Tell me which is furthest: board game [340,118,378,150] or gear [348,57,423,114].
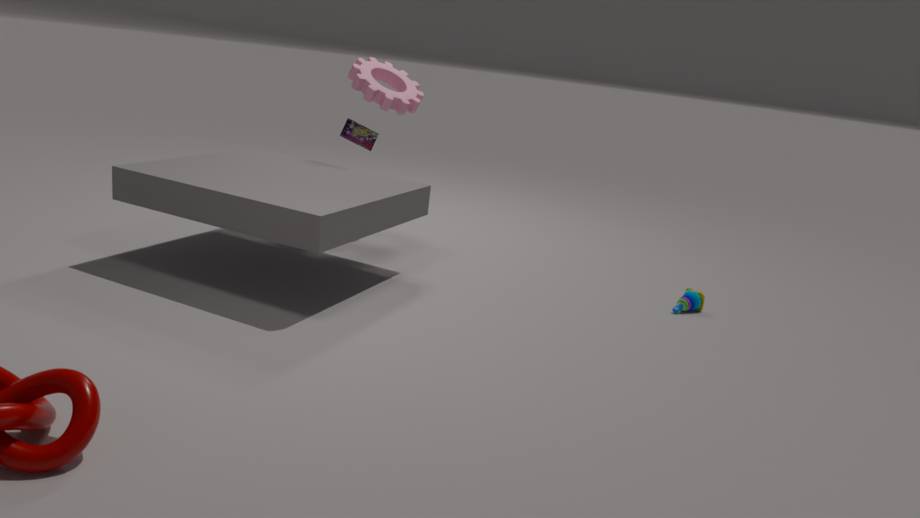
board game [340,118,378,150]
